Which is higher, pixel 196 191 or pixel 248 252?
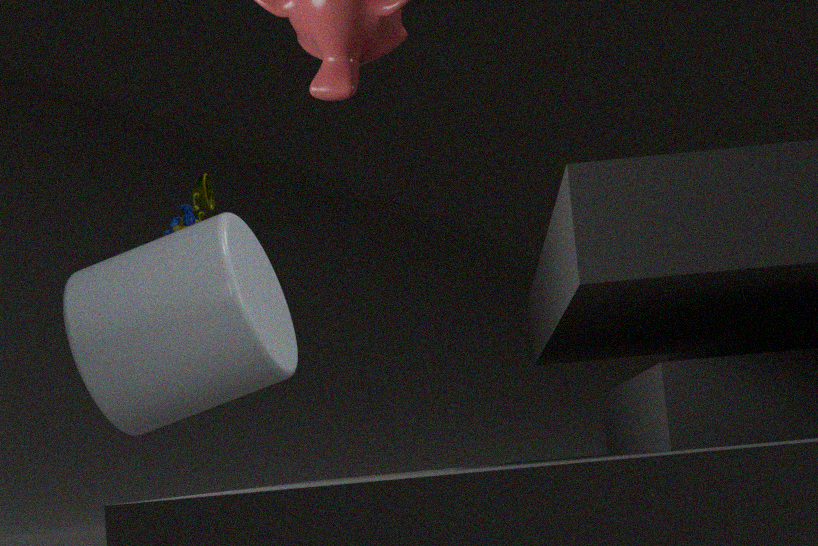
pixel 196 191
